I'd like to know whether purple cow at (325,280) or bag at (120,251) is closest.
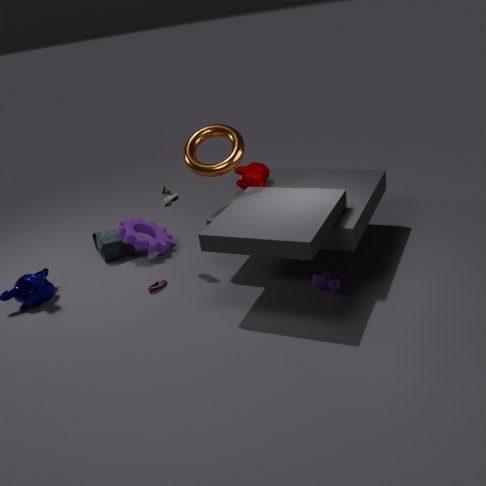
purple cow at (325,280)
